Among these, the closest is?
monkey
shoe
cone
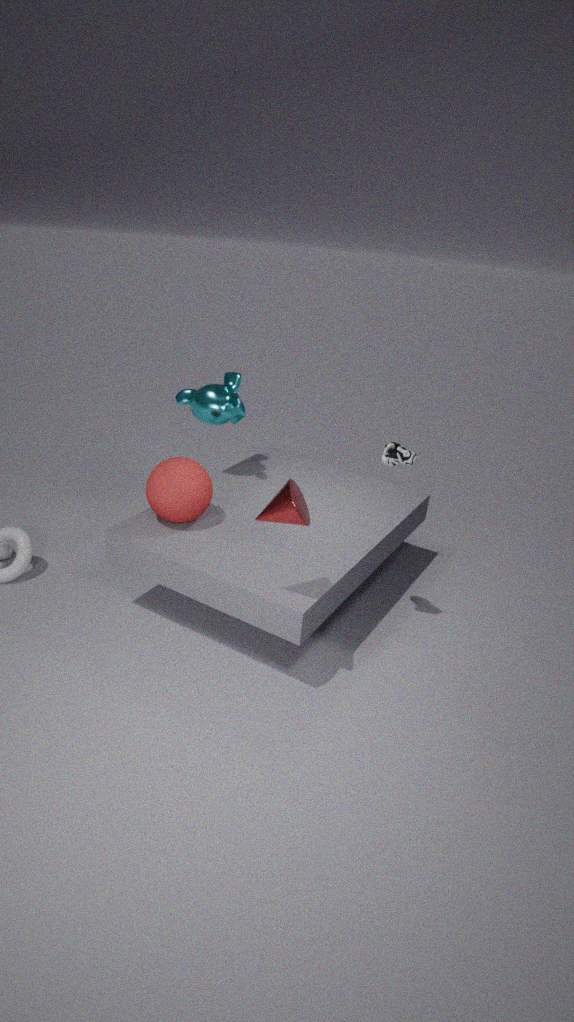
cone
